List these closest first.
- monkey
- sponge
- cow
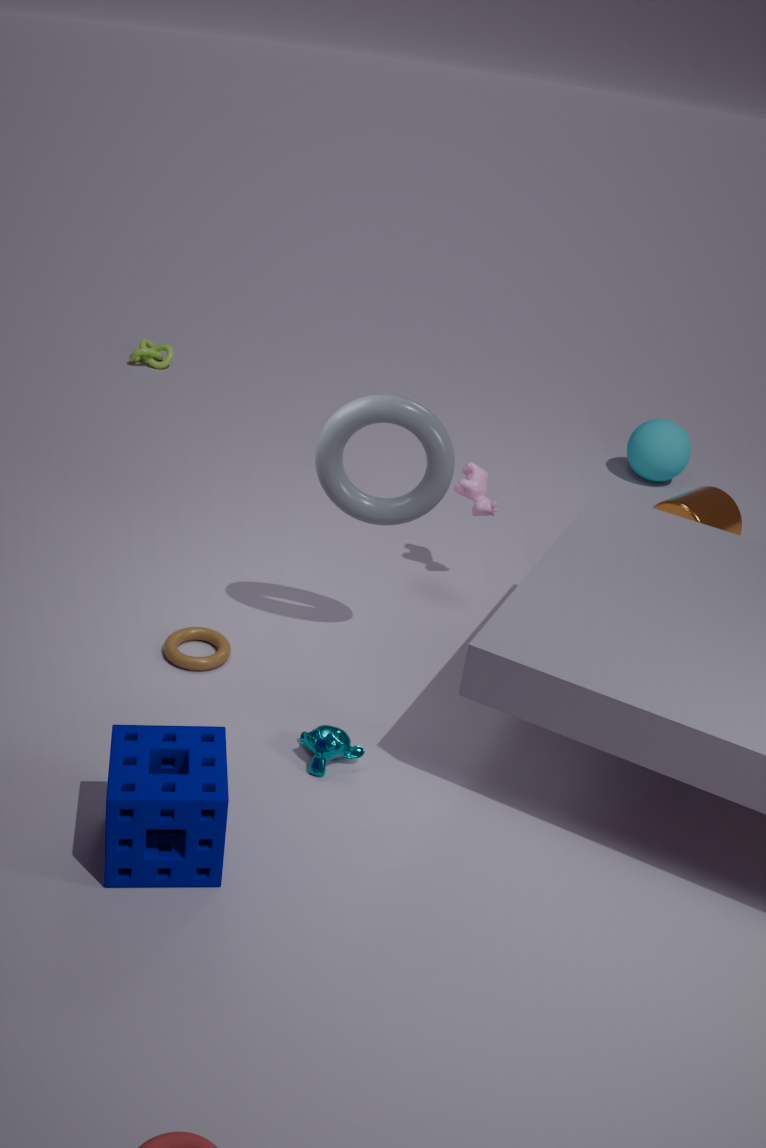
sponge → monkey → cow
